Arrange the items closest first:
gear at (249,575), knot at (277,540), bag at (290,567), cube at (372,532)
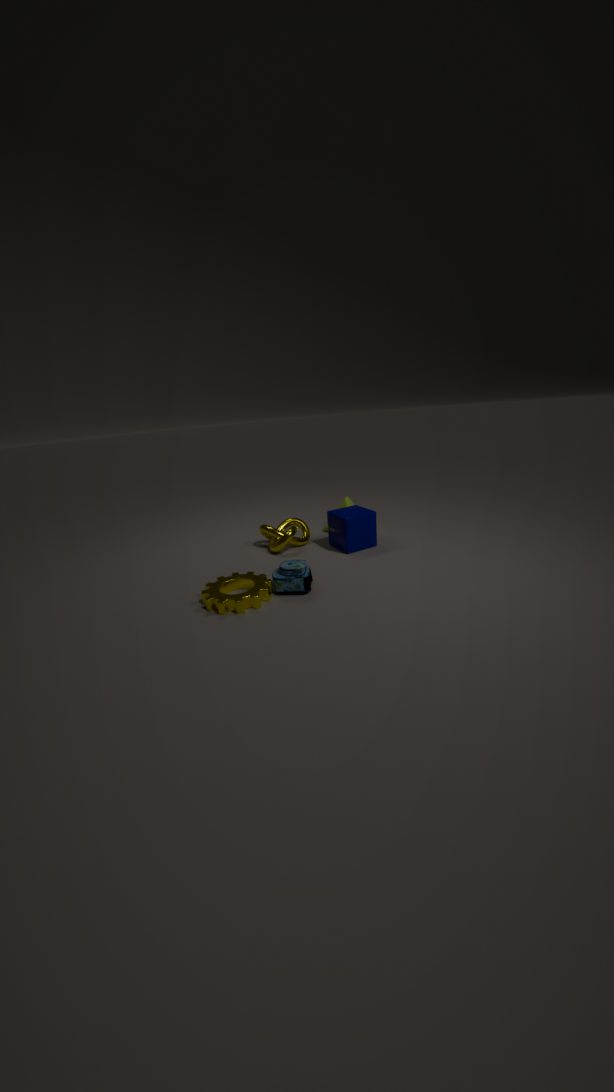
gear at (249,575), bag at (290,567), cube at (372,532), knot at (277,540)
